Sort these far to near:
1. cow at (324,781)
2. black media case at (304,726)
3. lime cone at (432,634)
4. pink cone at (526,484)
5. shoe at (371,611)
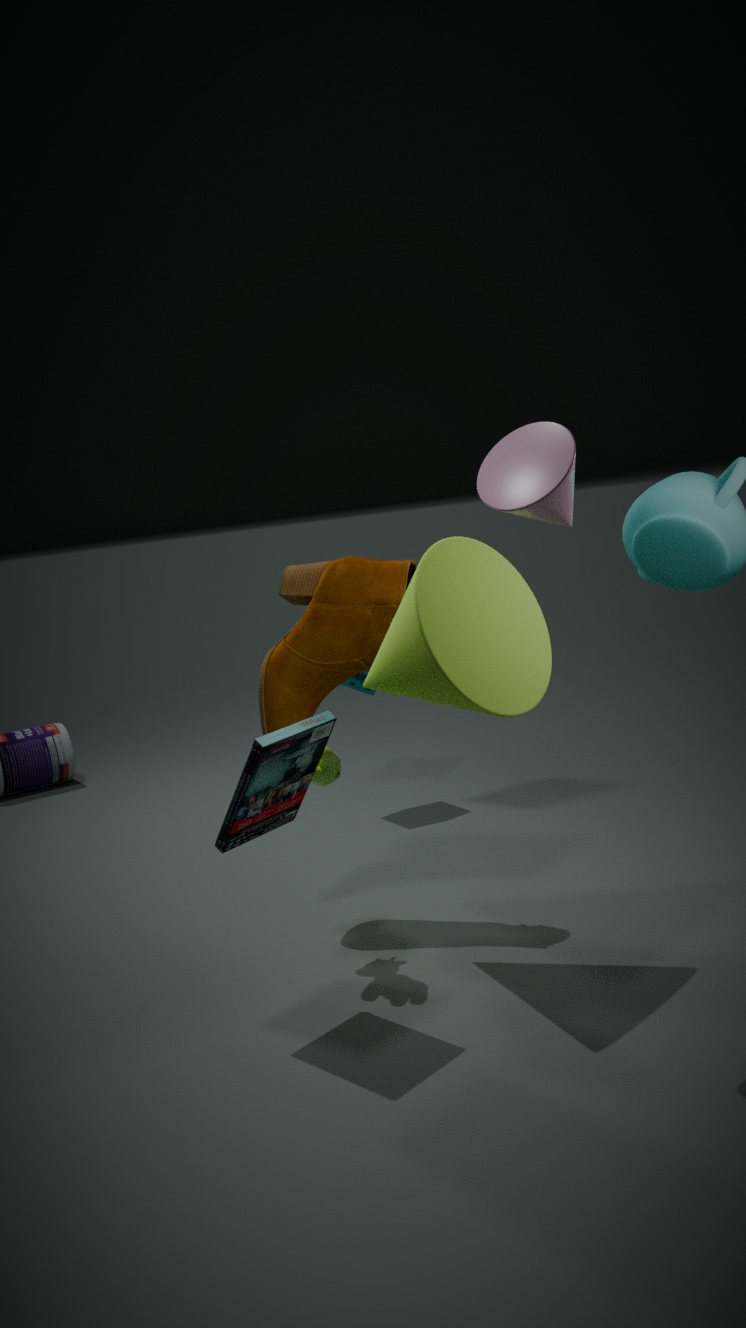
shoe at (371,611) < cow at (324,781) < lime cone at (432,634) < black media case at (304,726) < pink cone at (526,484)
